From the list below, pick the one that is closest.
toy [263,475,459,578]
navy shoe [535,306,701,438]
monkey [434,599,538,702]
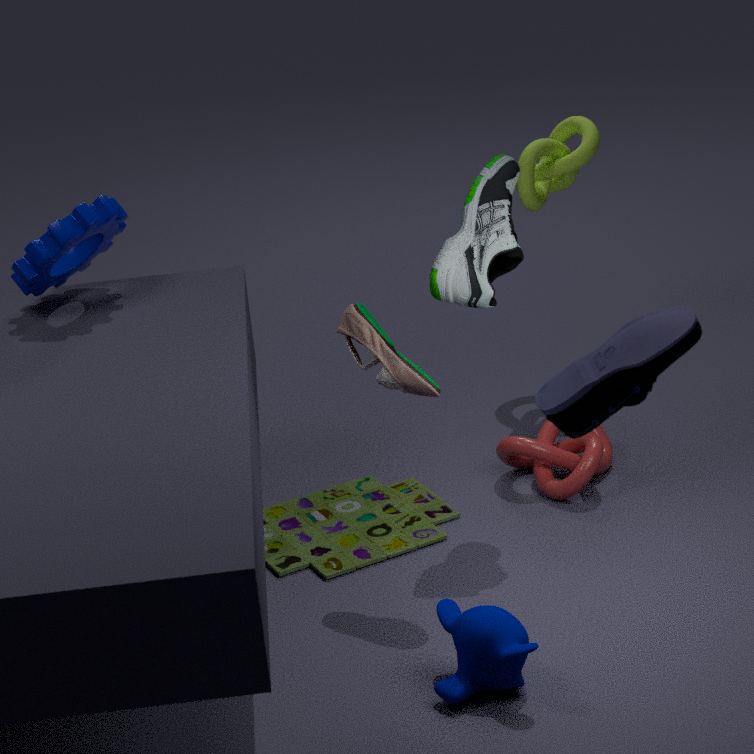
navy shoe [535,306,701,438]
